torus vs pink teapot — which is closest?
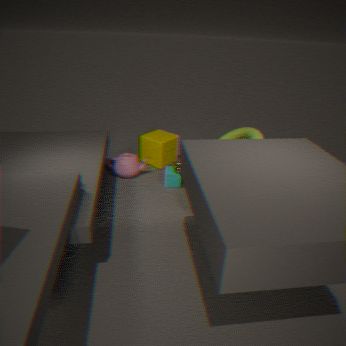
torus
